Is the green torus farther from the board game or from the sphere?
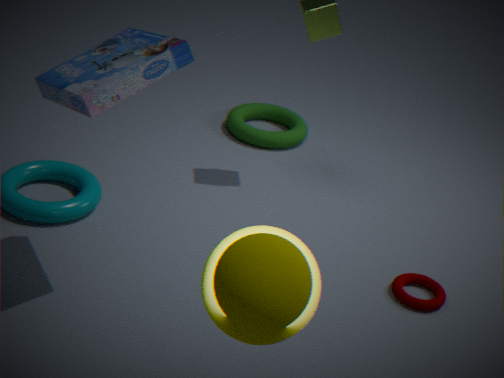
the sphere
